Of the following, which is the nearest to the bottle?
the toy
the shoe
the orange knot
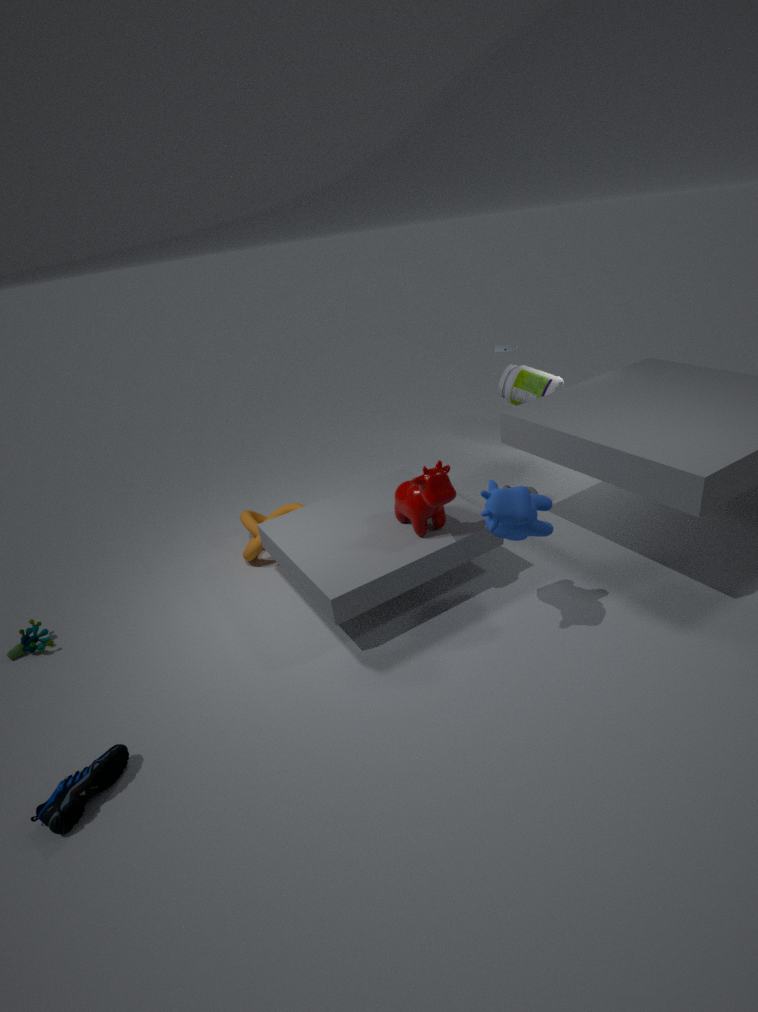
the orange knot
